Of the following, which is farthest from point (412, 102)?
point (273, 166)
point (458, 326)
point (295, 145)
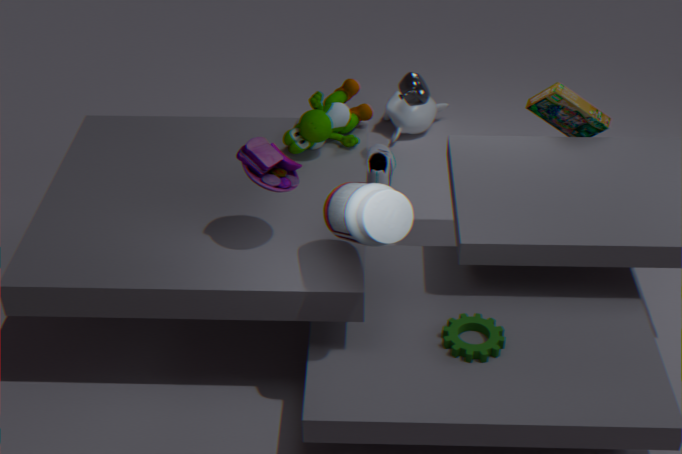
point (458, 326)
